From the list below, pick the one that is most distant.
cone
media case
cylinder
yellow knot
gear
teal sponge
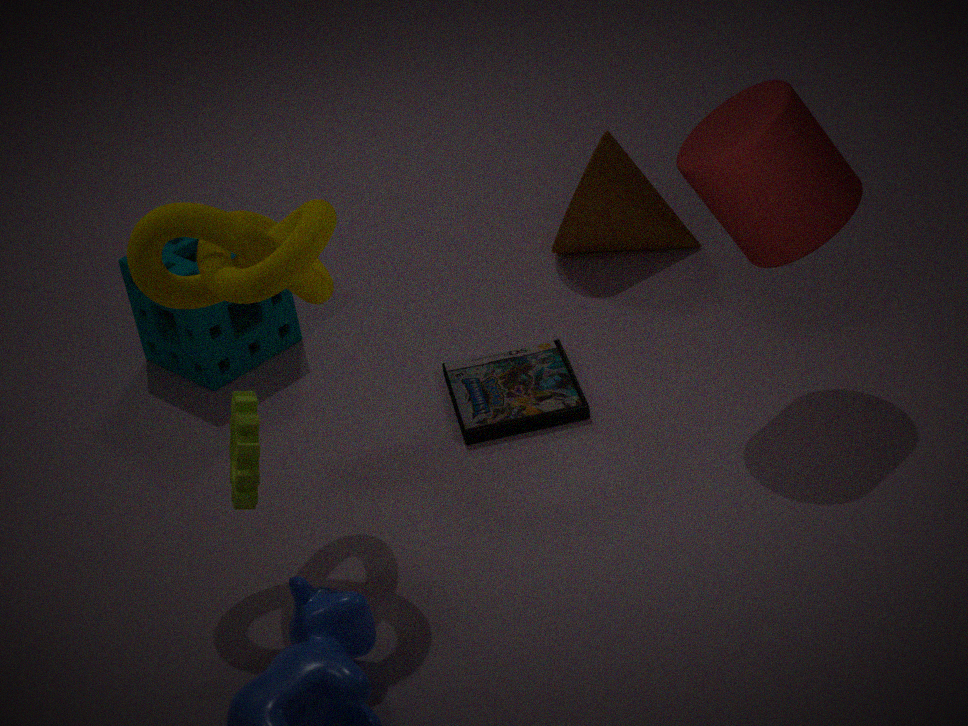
cone
